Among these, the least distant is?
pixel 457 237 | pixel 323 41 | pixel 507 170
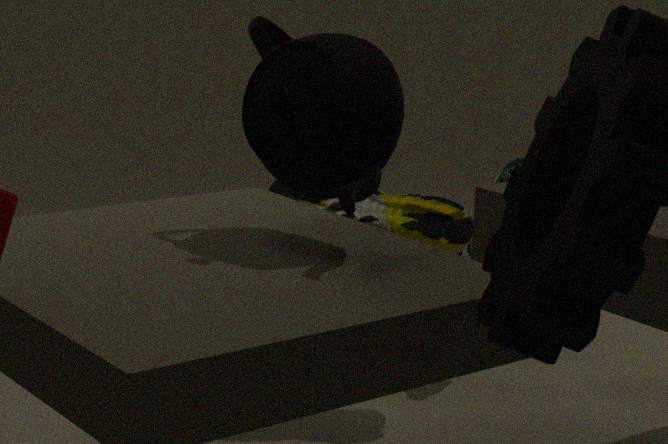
pixel 323 41
